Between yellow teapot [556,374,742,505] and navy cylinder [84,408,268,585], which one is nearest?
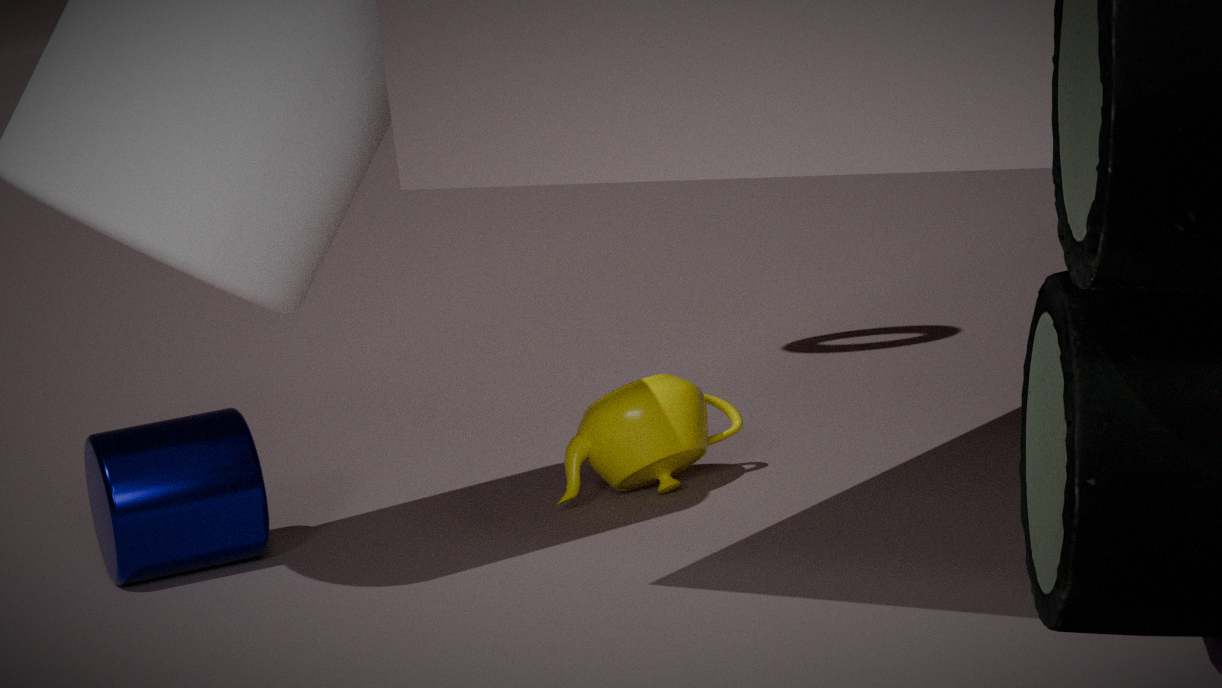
navy cylinder [84,408,268,585]
